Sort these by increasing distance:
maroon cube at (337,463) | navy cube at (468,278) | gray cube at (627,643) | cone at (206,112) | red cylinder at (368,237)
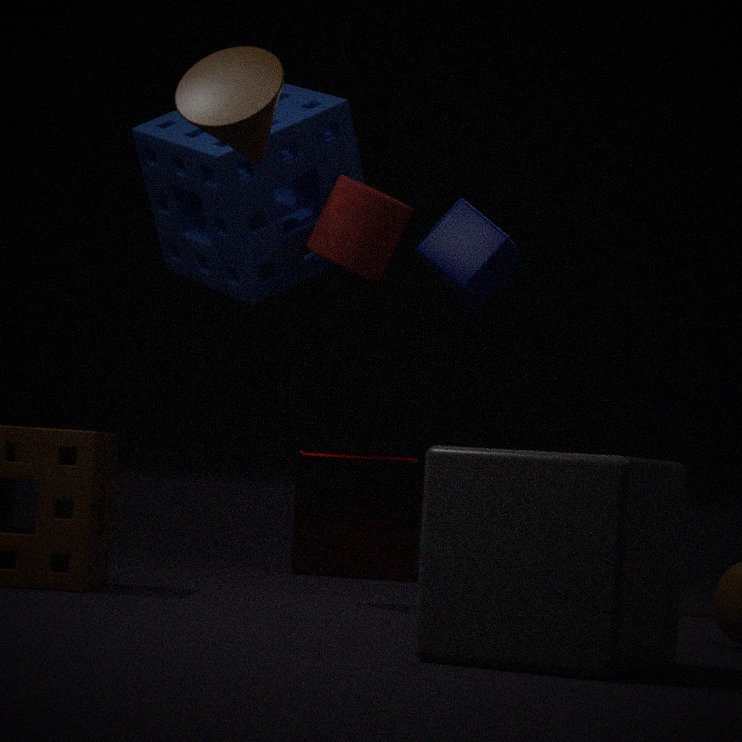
gray cube at (627,643)
cone at (206,112)
red cylinder at (368,237)
navy cube at (468,278)
maroon cube at (337,463)
